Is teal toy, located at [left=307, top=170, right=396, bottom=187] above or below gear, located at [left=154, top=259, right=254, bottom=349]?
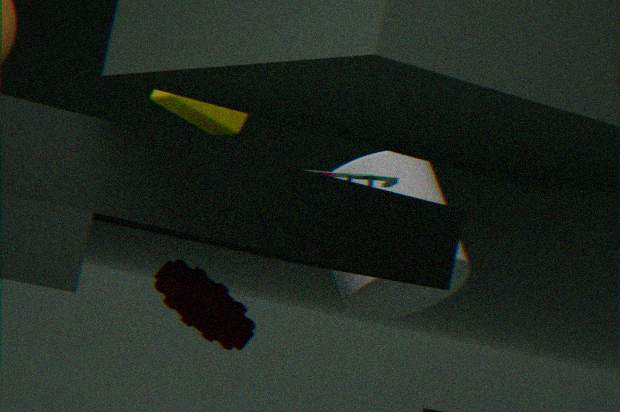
above
